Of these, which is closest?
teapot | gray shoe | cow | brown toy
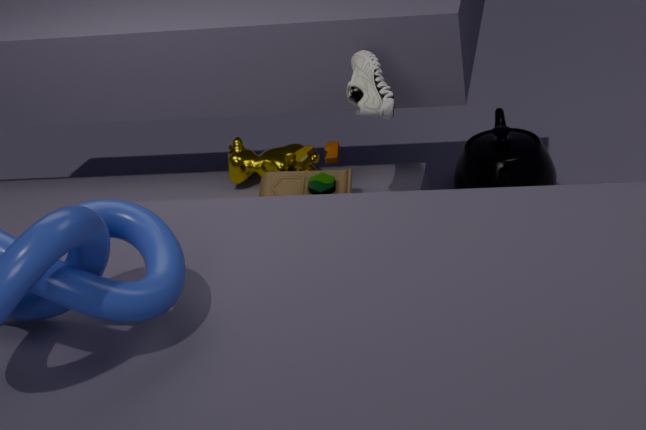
gray shoe
